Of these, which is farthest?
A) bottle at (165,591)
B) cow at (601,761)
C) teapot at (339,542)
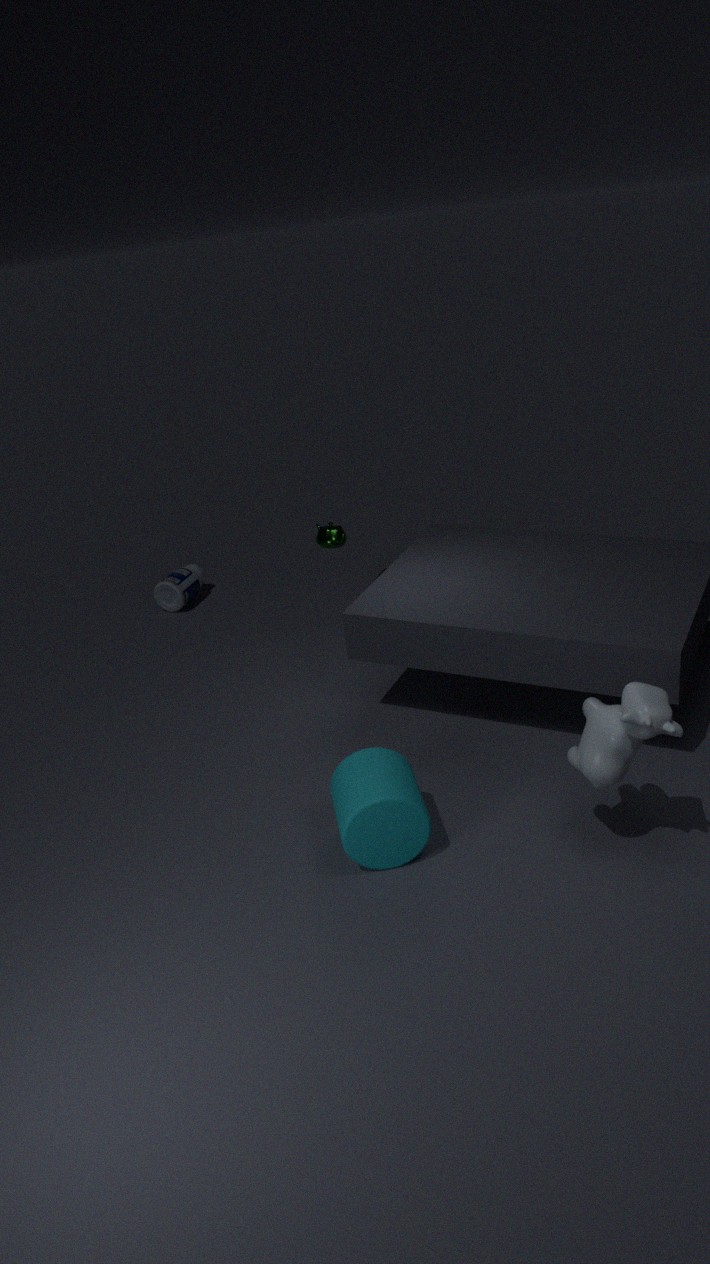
bottle at (165,591)
